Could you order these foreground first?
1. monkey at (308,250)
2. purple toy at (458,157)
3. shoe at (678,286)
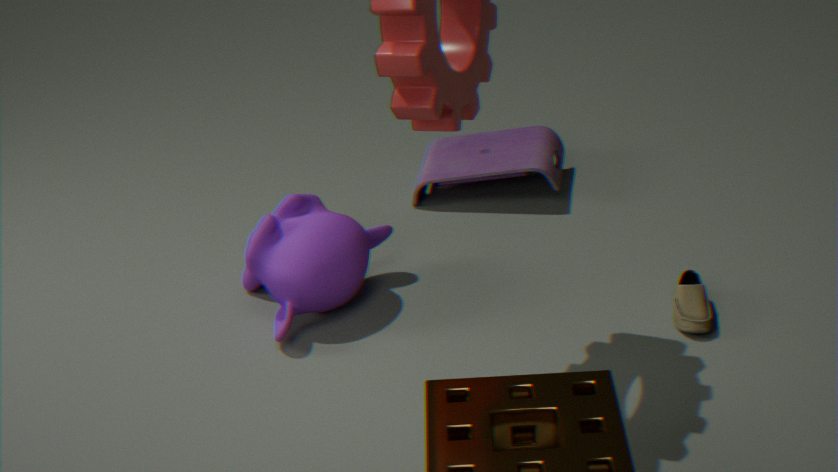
shoe at (678,286), monkey at (308,250), purple toy at (458,157)
